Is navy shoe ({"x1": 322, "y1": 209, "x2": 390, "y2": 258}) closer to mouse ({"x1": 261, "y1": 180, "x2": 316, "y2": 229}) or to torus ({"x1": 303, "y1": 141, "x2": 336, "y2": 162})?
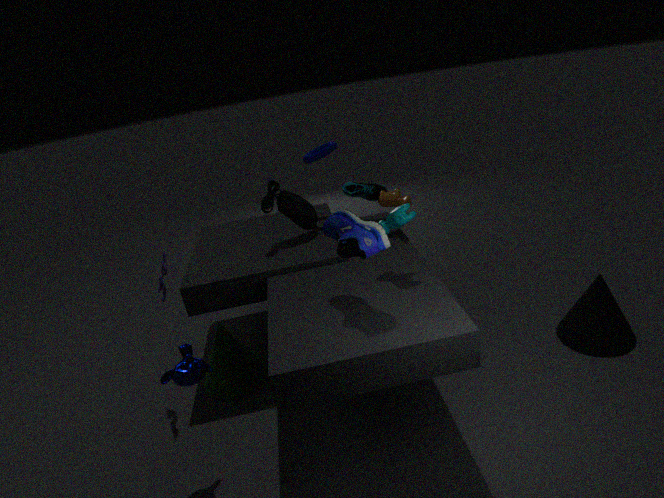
mouse ({"x1": 261, "y1": 180, "x2": 316, "y2": 229})
